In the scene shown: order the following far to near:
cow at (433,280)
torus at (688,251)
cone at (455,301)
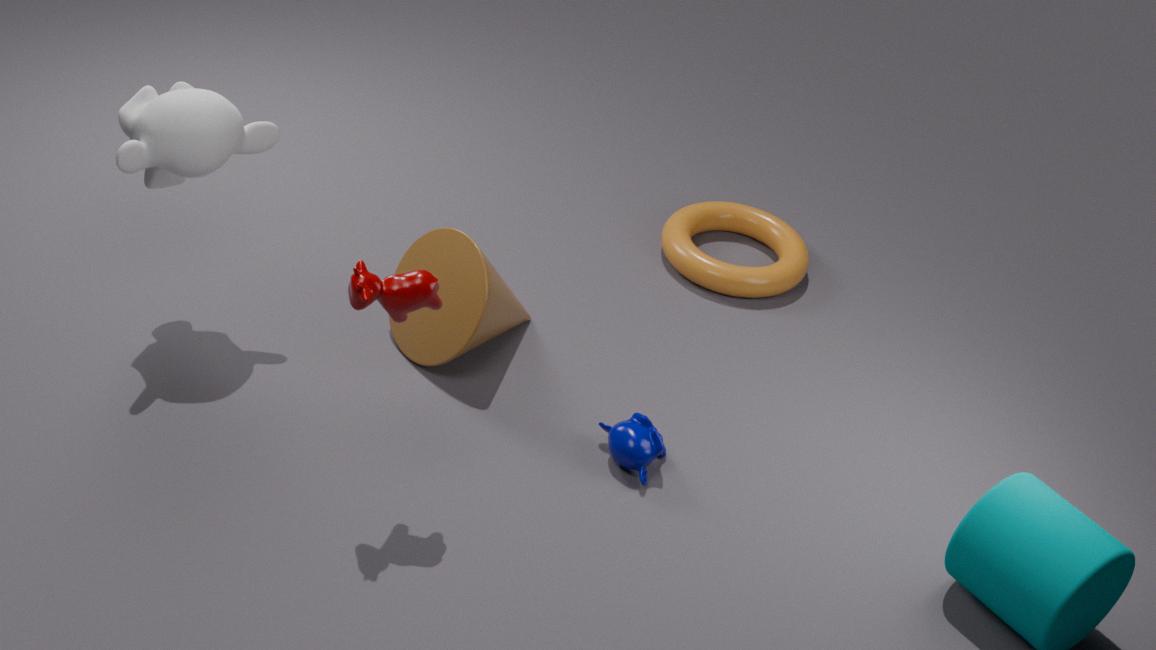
torus at (688,251), cone at (455,301), cow at (433,280)
